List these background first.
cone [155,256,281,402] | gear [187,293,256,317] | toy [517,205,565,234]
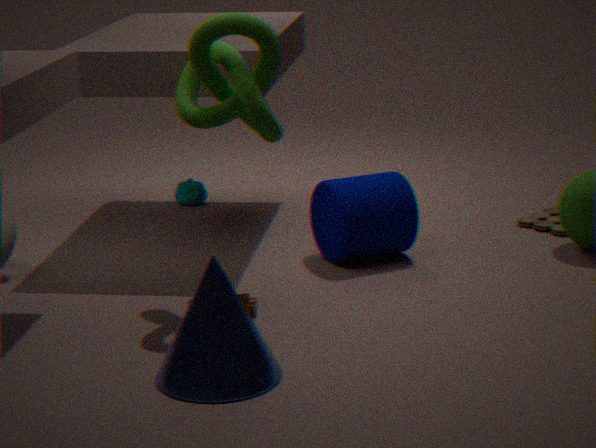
toy [517,205,565,234] → gear [187,293,256,317] → cone [155,256,281,402]
